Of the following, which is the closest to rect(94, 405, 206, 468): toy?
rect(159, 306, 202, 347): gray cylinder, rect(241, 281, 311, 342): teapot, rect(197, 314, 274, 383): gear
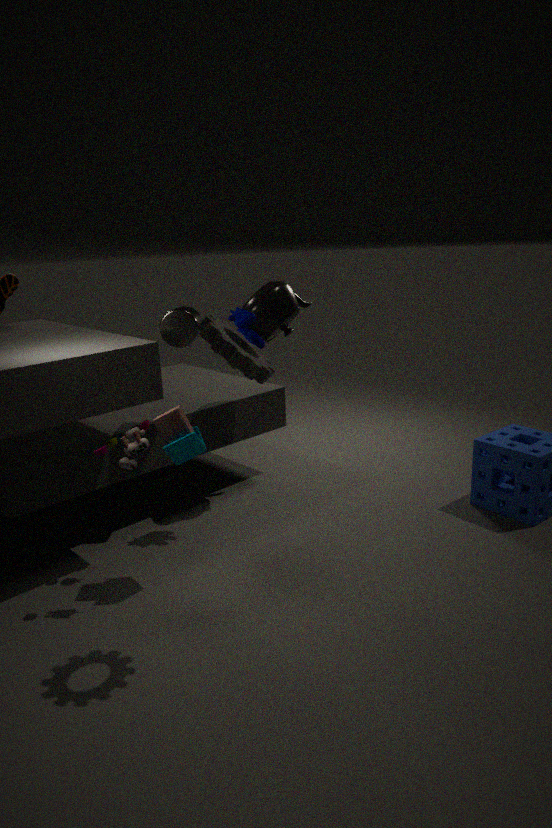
rect(159, 306, 202, 347): gray cylinder
